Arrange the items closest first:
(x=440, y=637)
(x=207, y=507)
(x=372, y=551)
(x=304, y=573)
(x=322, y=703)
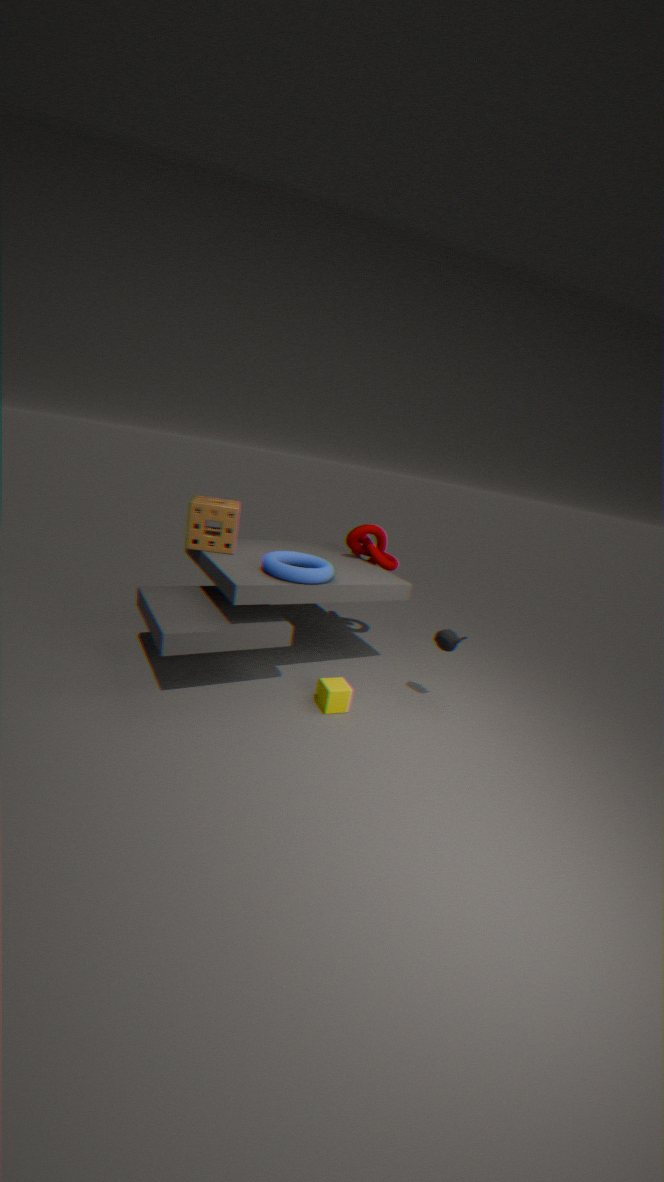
(x=304, y=573) < (x=322, y=703) < (x=440, y=637) < (x=207, y=507) < (x=372, y=551)
